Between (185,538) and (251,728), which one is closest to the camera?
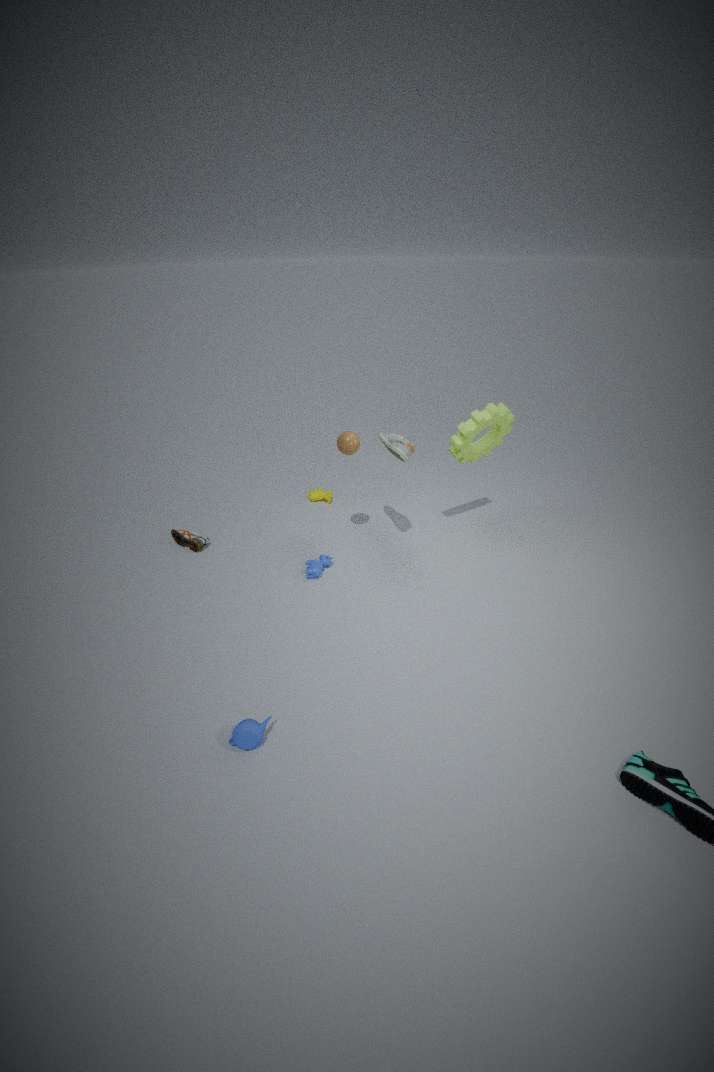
(251,728)
